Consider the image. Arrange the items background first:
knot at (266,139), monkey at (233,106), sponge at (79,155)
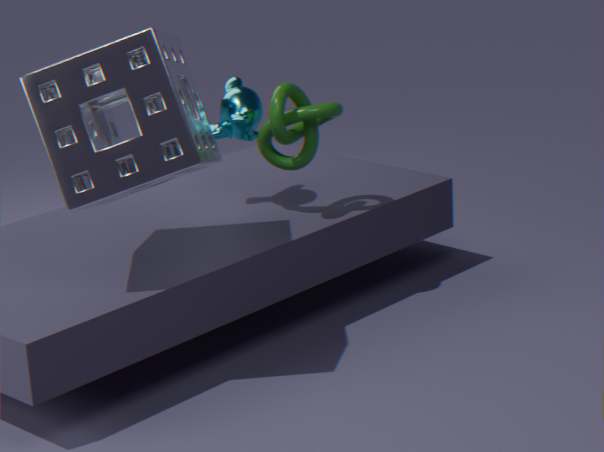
monkey at (233,106) < knot at (266,139) < sponge at (79,155)
